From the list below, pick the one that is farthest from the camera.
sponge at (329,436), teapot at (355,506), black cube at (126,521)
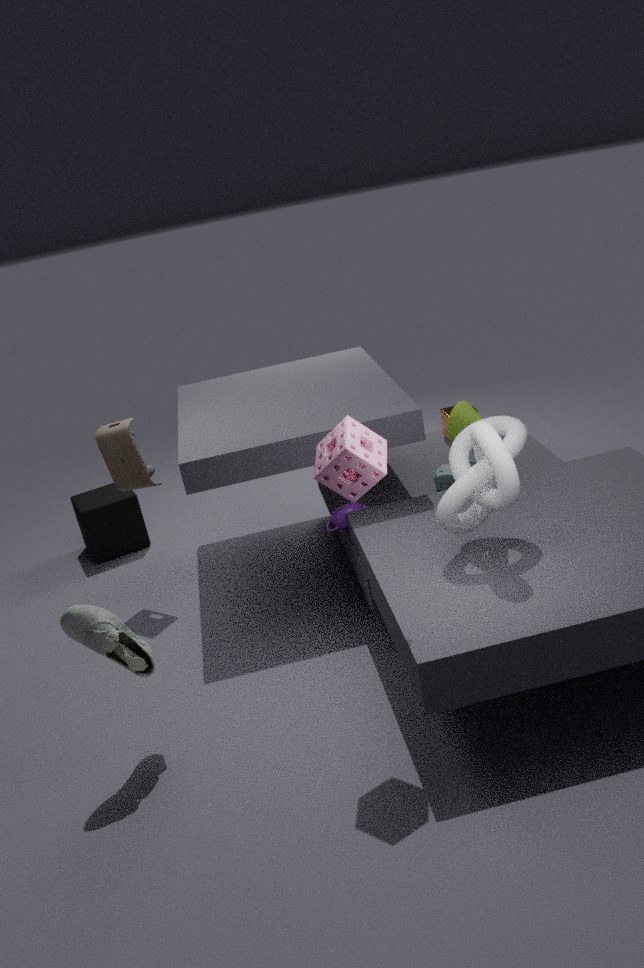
black cube at (126,521)
